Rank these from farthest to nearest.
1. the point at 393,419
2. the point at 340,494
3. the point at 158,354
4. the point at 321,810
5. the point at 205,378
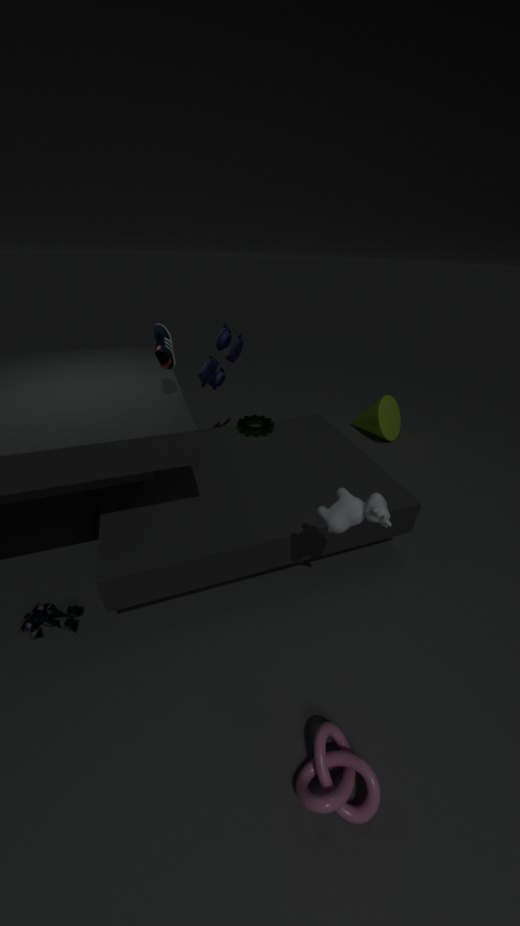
the point at 393,419 < the point at 205,378 < the point at 158,354 < the point at 340,494 < the point at 321,810
